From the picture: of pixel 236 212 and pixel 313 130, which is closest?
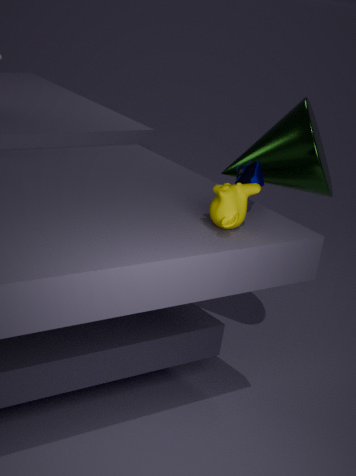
pixel 236 212
